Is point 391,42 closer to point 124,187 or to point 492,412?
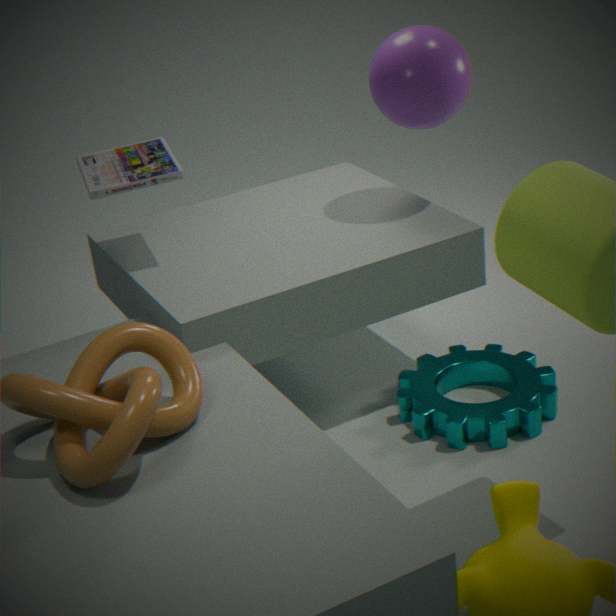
point 124,187
